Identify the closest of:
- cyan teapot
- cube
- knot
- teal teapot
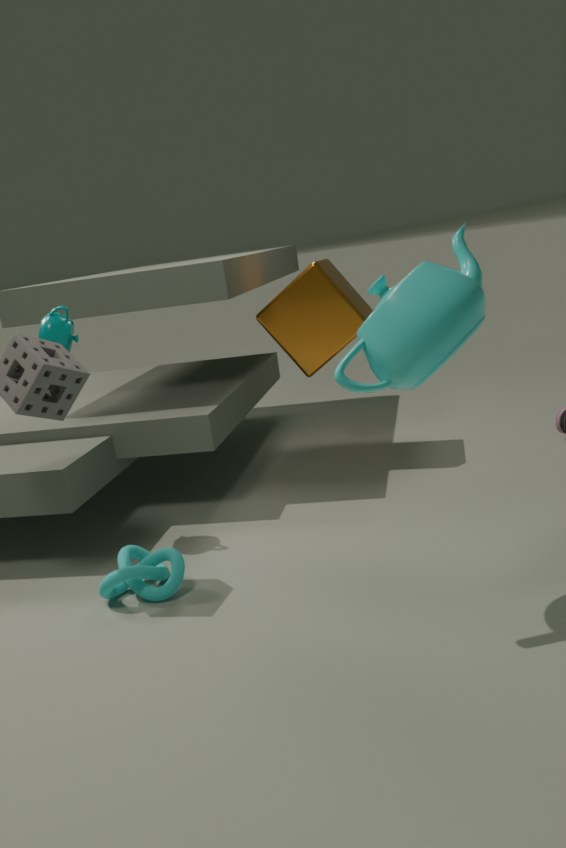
cyan teapot
